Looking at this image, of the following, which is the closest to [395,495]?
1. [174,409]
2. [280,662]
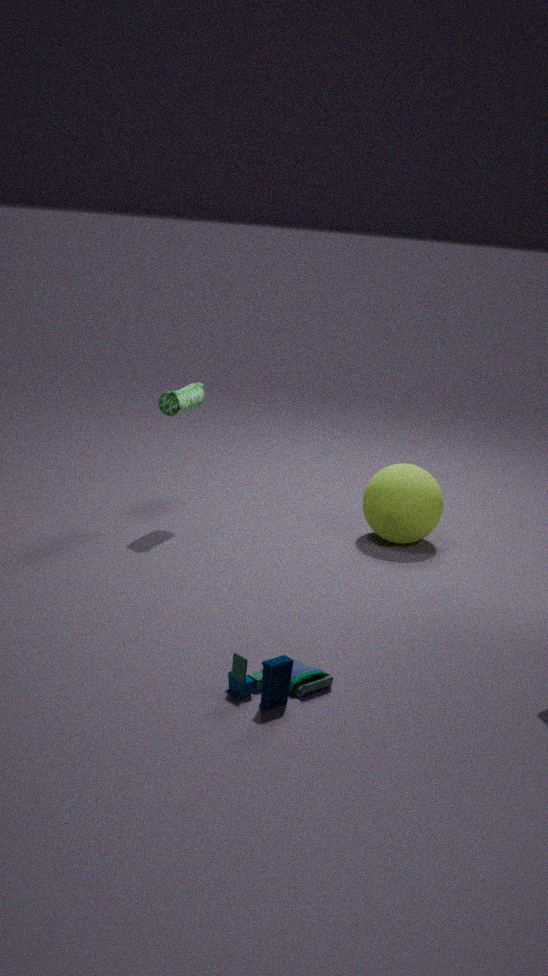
[174,409]
